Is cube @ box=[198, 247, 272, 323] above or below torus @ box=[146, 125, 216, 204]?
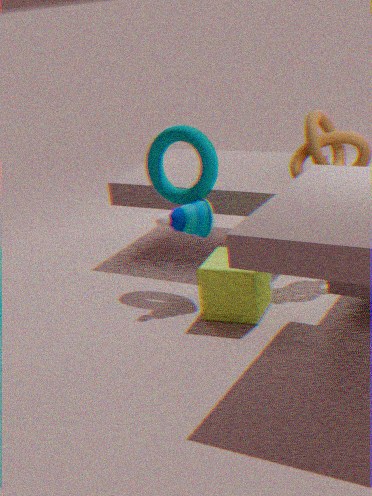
below
